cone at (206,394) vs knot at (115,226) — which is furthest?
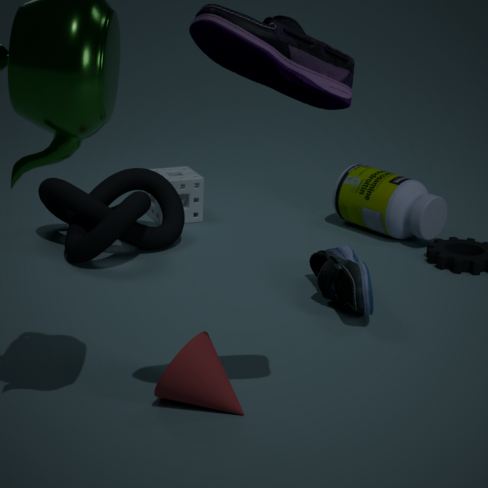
knot at (115,226)
